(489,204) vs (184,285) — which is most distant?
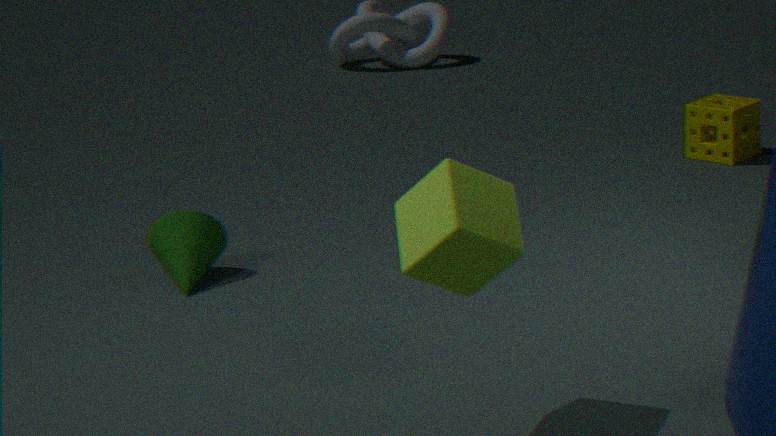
(184,285)
